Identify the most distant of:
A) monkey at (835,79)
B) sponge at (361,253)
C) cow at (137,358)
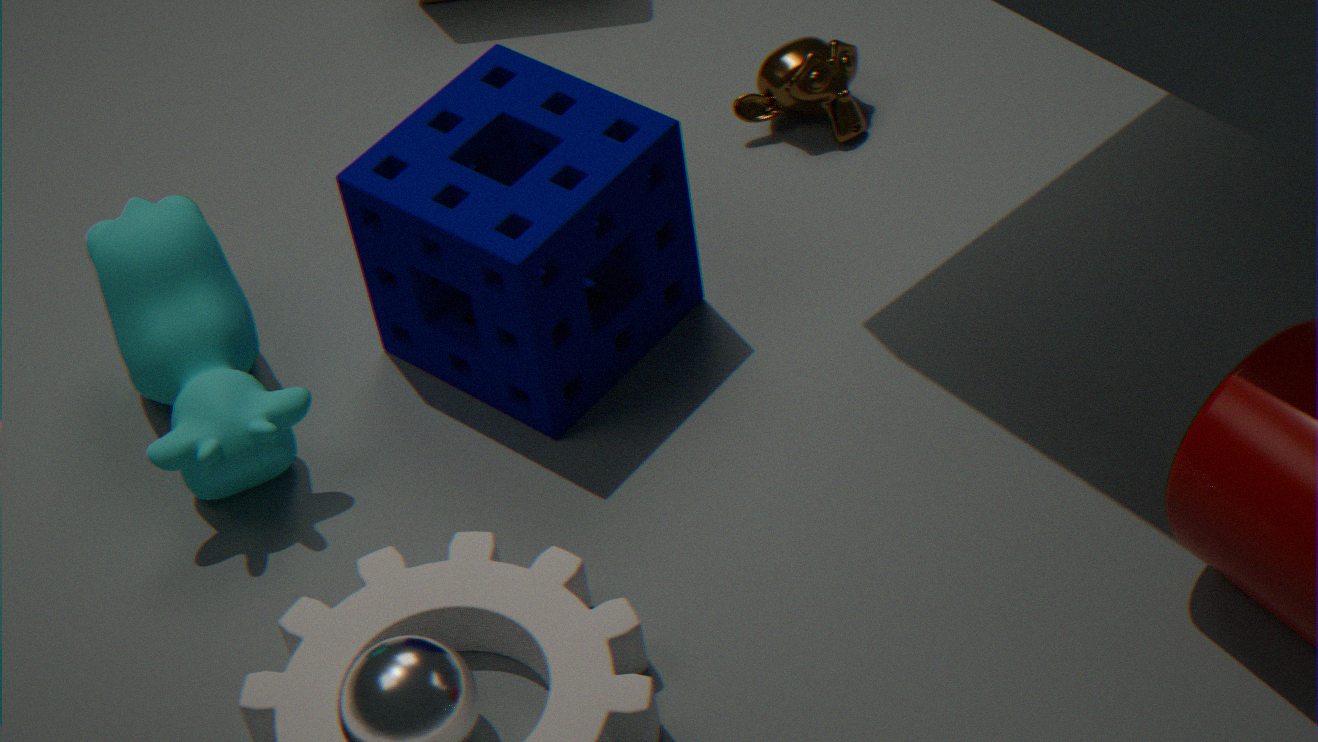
A. monkey at (835,79)
